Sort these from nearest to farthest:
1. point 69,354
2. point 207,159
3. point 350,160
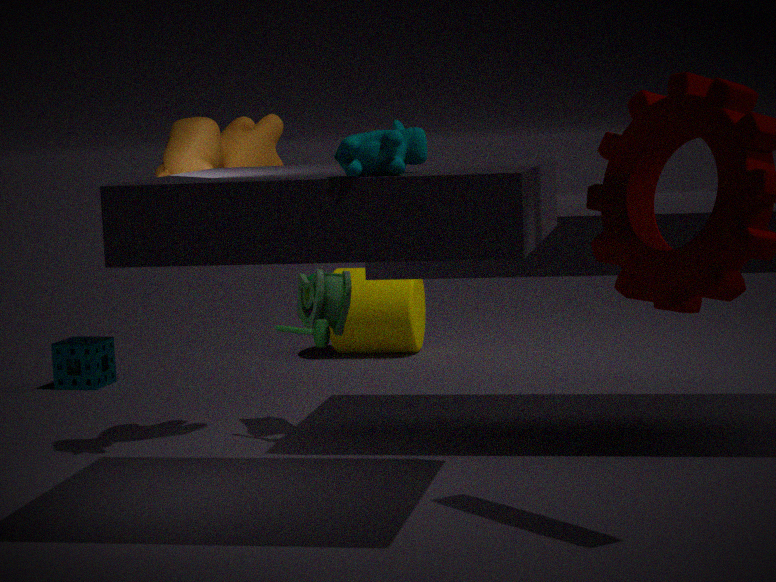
point 350,160, point 207,159, point 69,354
